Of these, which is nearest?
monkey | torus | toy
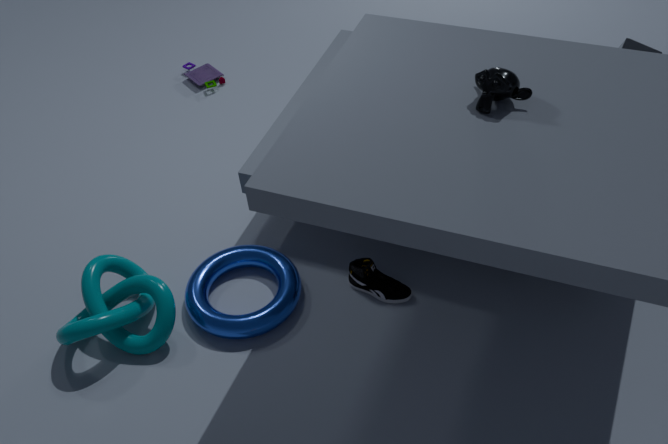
monkey
